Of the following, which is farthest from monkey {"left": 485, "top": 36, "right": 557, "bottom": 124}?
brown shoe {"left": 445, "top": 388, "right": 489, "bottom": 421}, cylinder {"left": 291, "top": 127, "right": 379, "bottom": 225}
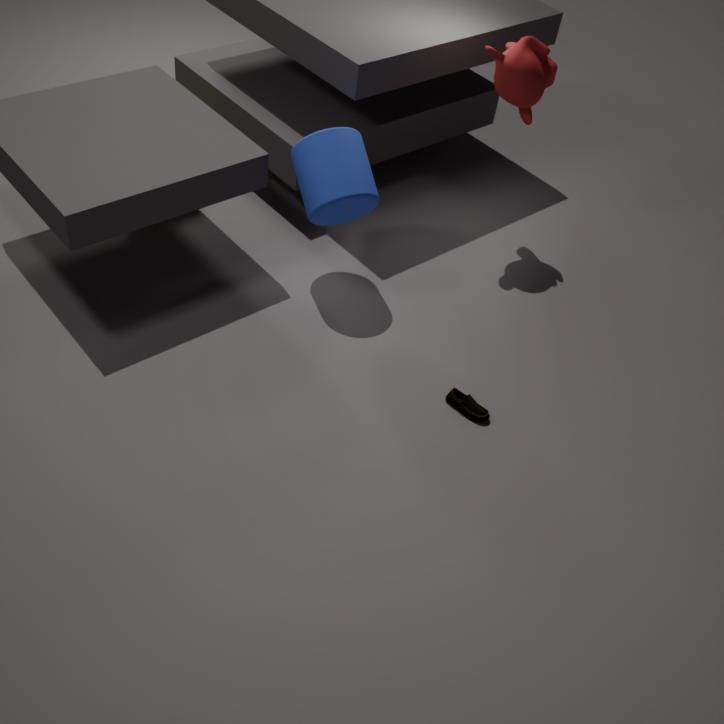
brown shoe {"left": 445, "top": 388, "right": 489, "bottom": 421}
